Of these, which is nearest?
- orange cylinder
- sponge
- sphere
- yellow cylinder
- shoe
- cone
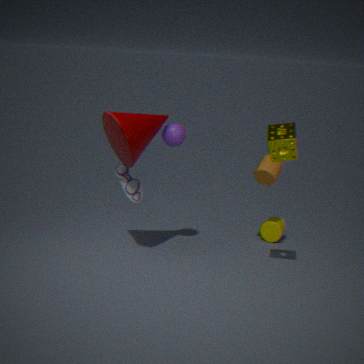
sponge
